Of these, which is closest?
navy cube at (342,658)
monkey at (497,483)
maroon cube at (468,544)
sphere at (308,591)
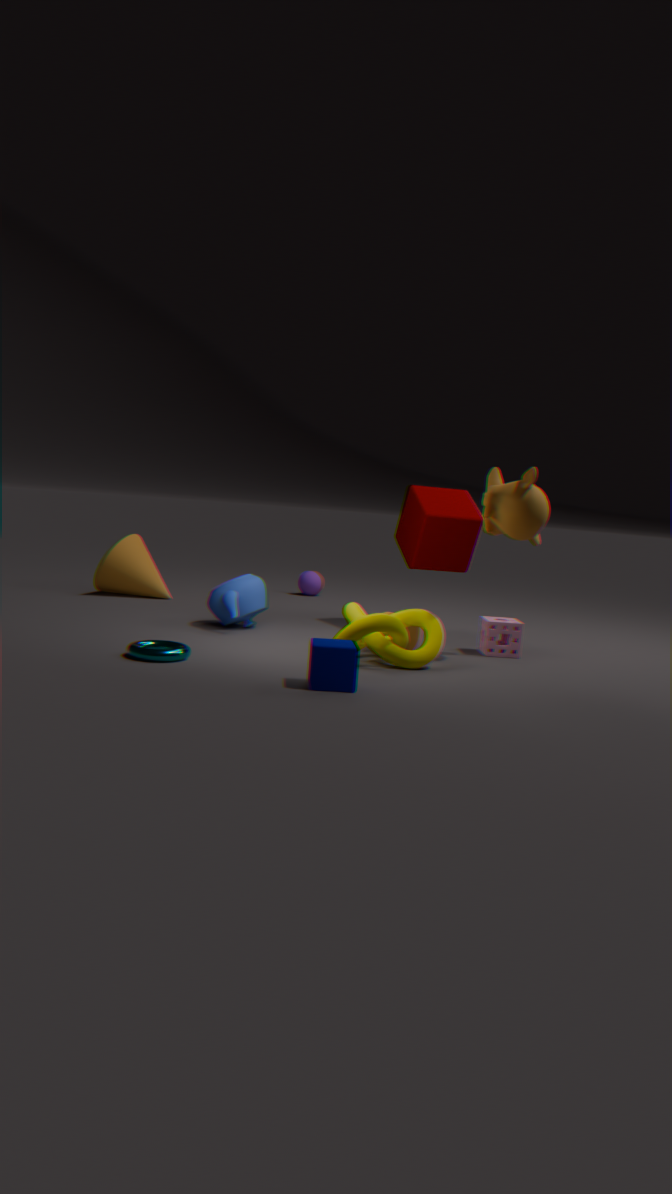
navy cube at (342,658)
